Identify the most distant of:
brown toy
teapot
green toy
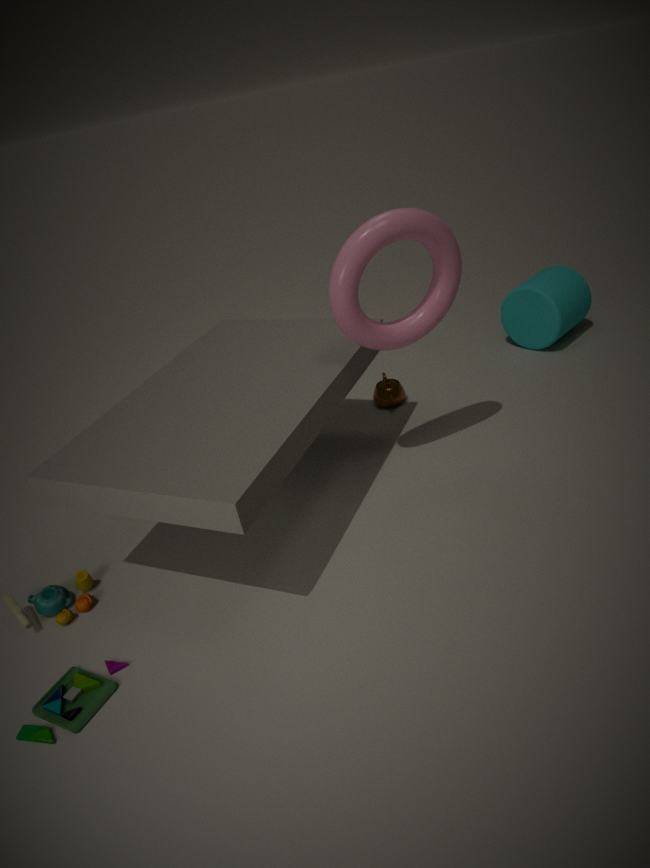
teapot
